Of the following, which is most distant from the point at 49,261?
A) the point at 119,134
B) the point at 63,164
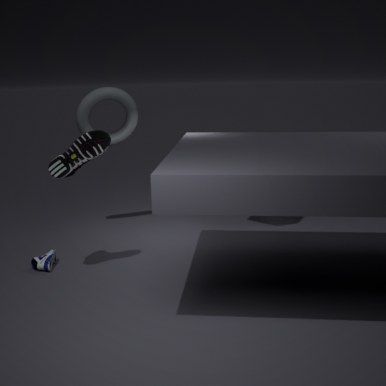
the point at 119,134
